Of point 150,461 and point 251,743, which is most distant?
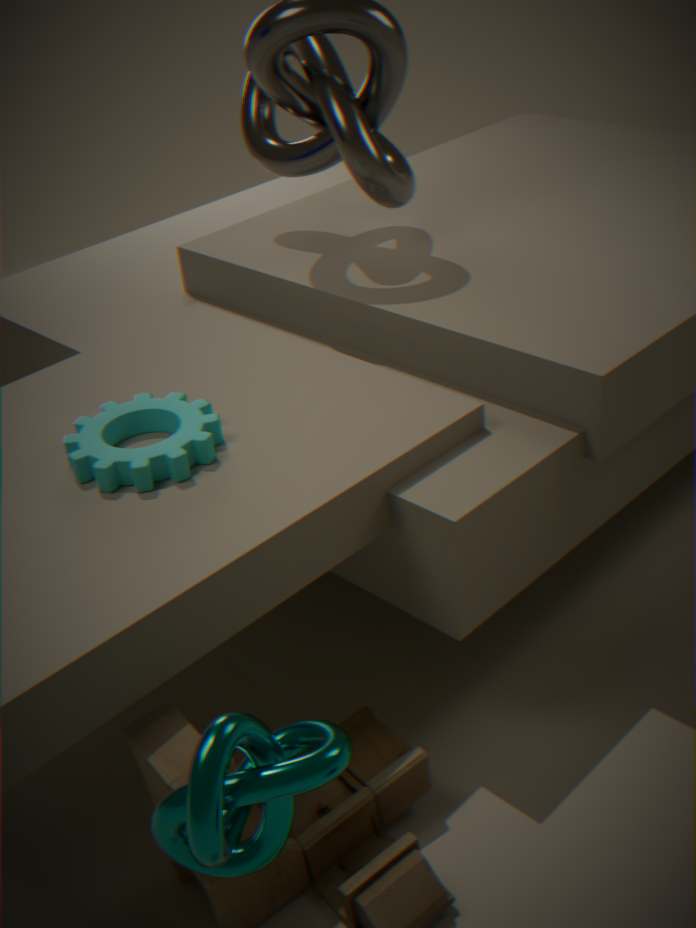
point 150,461
